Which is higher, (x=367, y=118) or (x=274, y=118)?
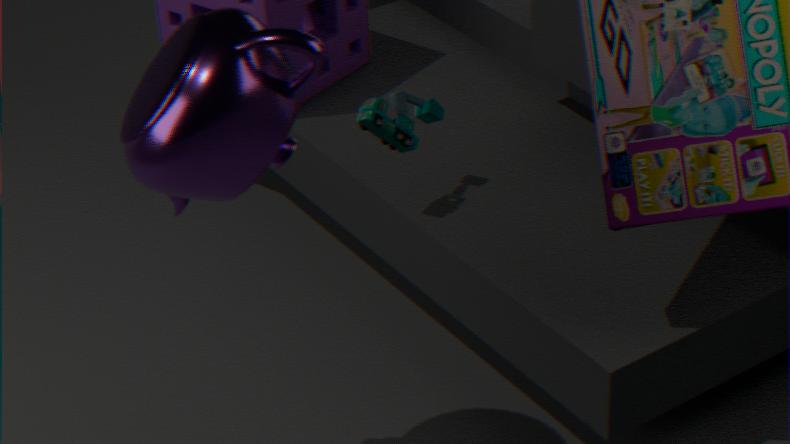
(x=274, y=118)
